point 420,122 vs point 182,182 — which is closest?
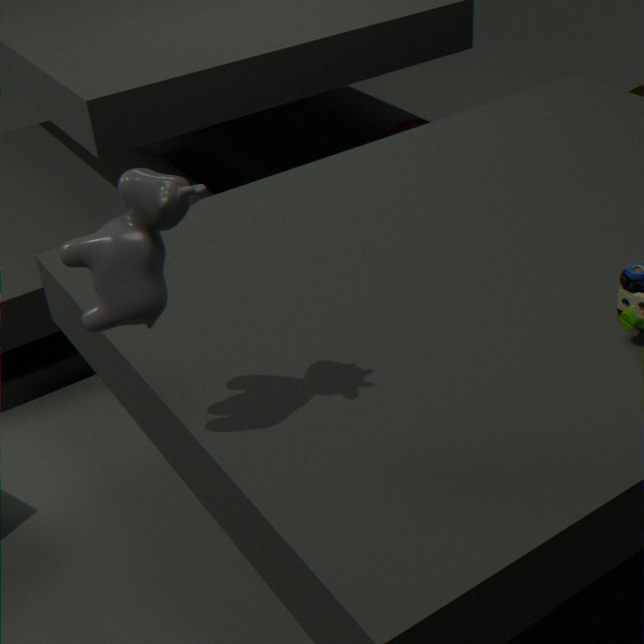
point 182,182
